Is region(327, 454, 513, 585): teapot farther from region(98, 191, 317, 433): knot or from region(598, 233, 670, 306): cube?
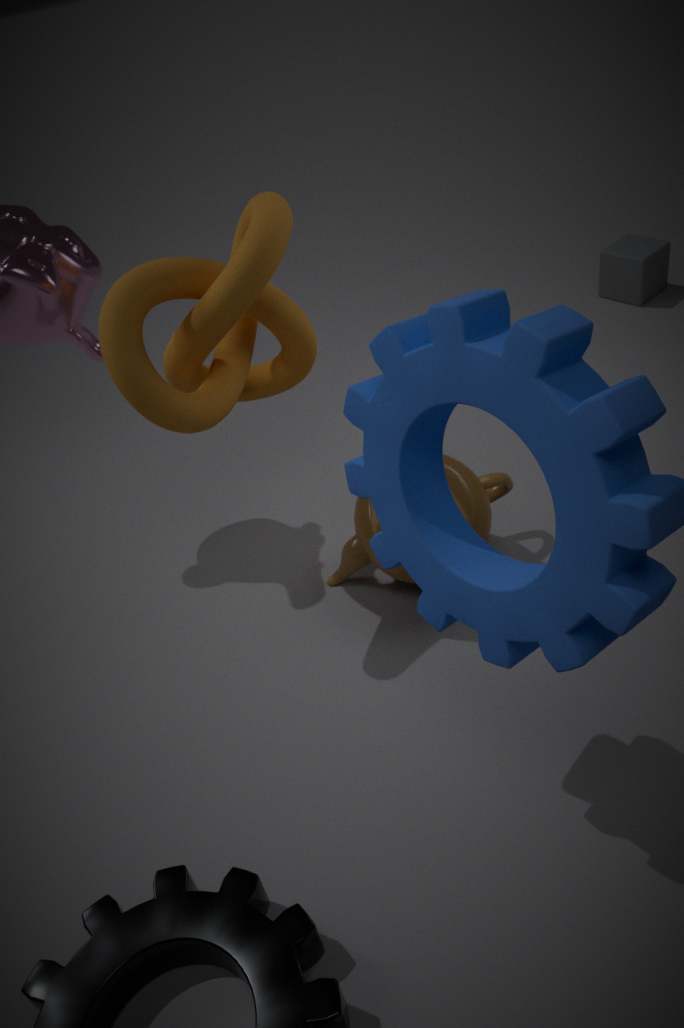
region(598, 233, 670, 306): cube
